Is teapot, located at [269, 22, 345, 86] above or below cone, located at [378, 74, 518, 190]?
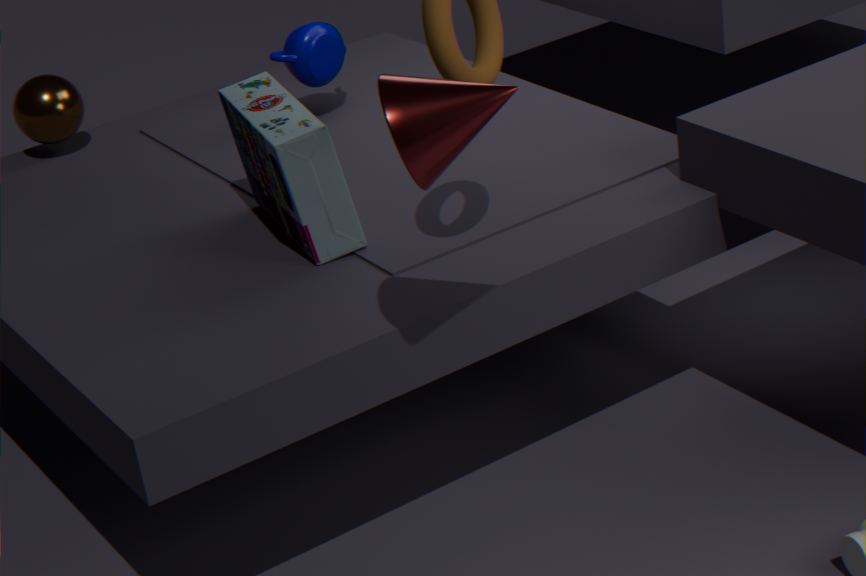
below
